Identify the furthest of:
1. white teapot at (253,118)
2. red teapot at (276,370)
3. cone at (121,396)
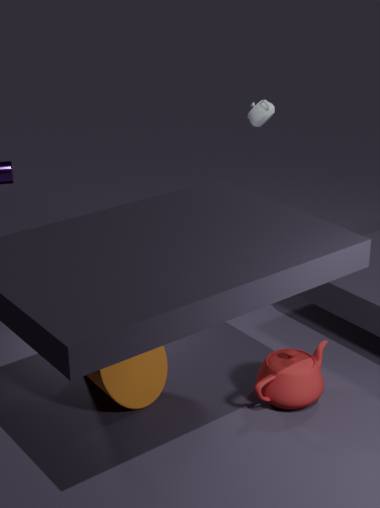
white teapot at (253,118)
